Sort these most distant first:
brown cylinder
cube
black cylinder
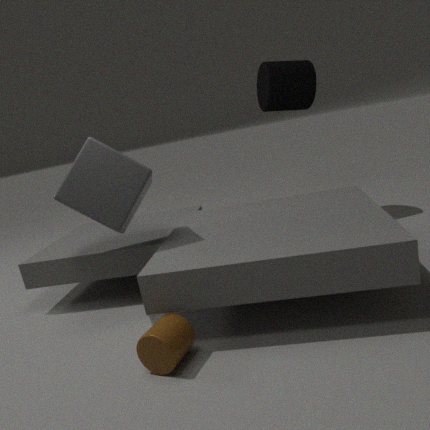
black cylinder → cube → brown cylinder
